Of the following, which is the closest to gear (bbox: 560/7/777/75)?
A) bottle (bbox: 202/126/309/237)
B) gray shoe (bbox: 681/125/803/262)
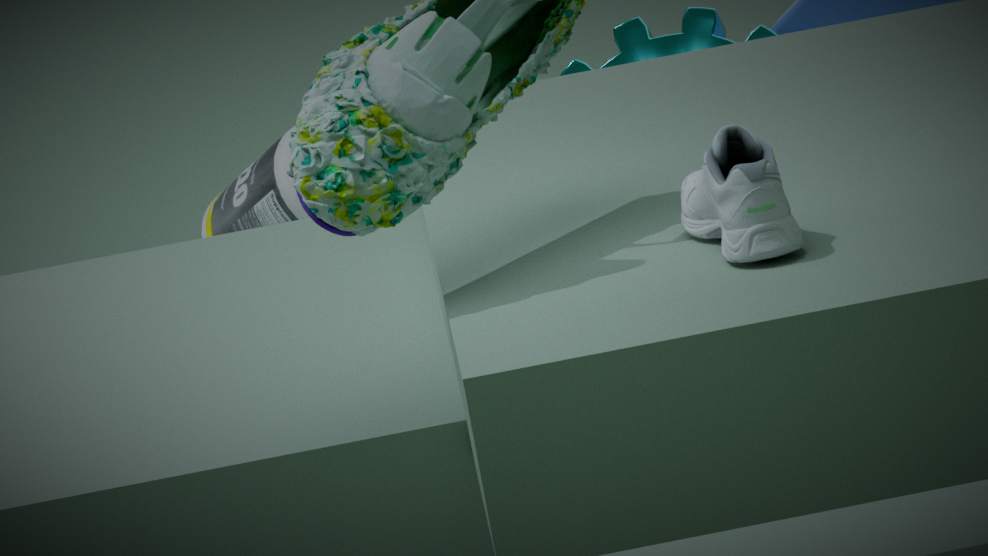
bottle (bbox: 202/126/309/237)
